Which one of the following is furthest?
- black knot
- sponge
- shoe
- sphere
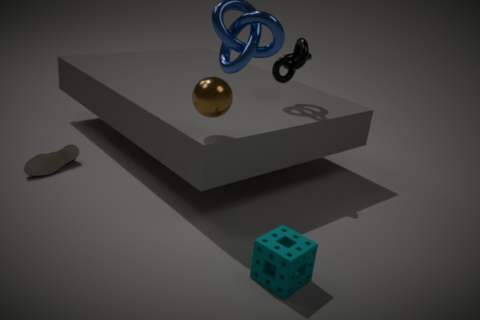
black knot
